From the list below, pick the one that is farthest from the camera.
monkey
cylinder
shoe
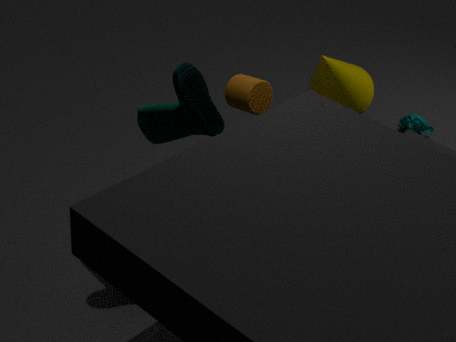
monkey
